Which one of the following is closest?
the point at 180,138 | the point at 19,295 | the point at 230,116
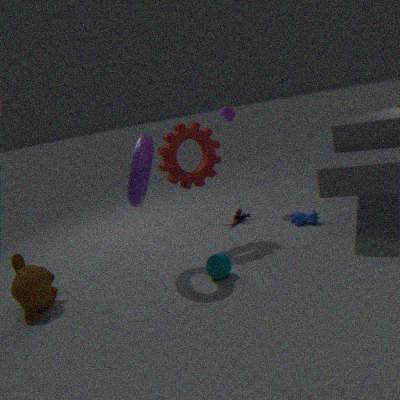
the point at 19,295
